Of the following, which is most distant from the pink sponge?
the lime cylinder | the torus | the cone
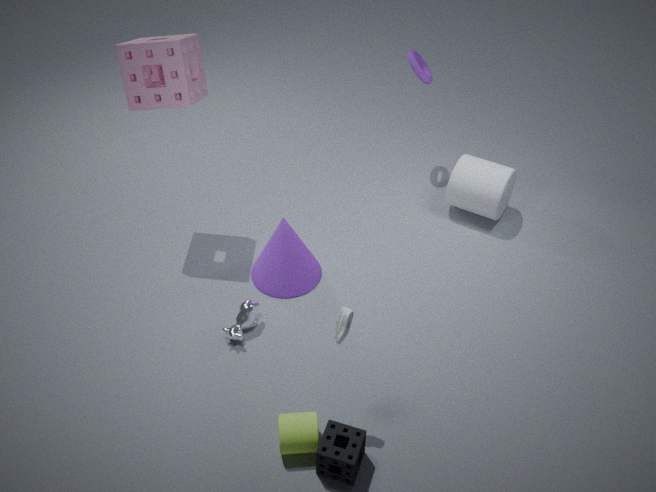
the lime cylinder
